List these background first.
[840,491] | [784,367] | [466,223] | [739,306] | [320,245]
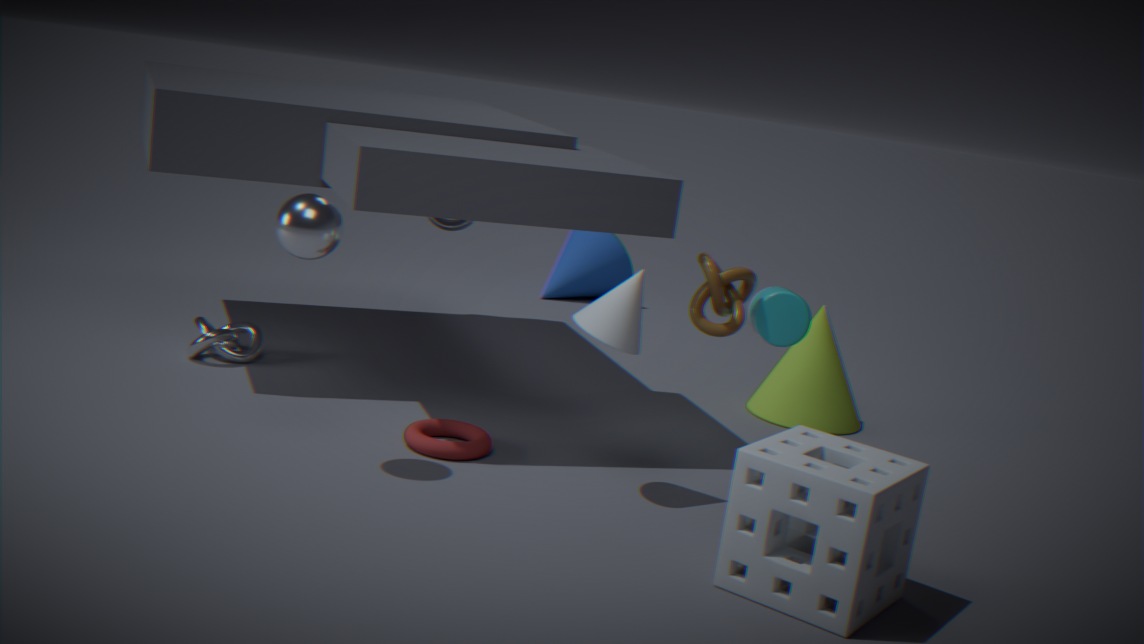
[466,223]
[784,367]
[739,306]
[320,245]
[840,491]
